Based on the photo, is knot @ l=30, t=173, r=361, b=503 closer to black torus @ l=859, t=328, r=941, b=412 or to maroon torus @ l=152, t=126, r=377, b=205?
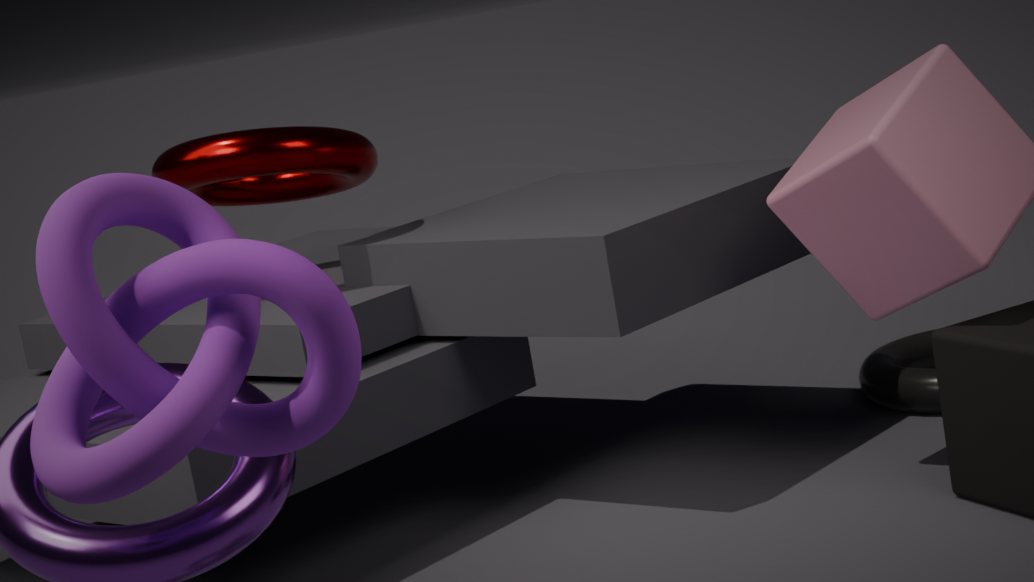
maroon torus @ l=152, t=126, r=377, b=205
